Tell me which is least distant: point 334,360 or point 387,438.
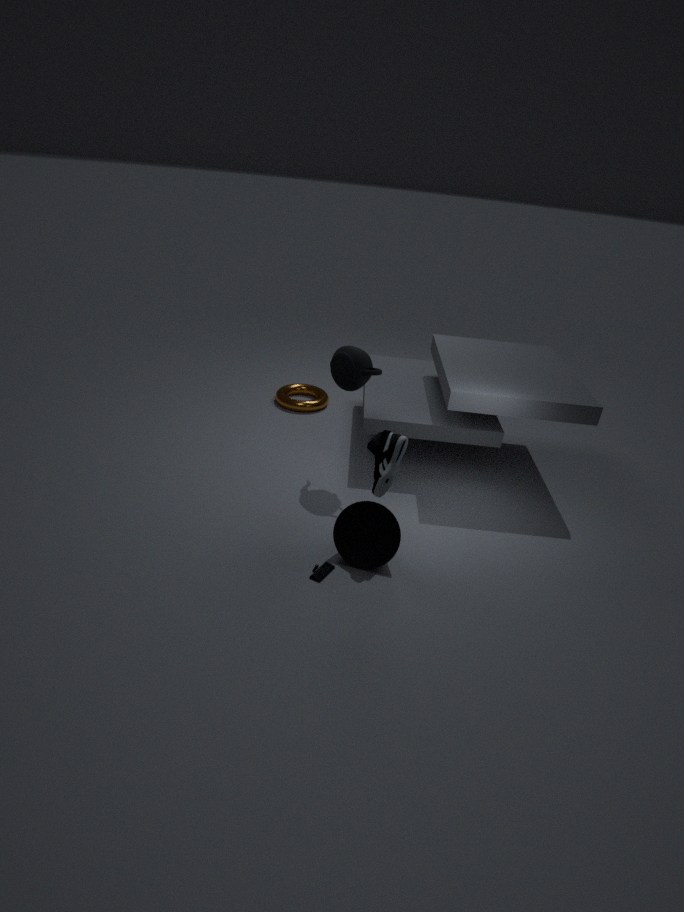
point 387,438
